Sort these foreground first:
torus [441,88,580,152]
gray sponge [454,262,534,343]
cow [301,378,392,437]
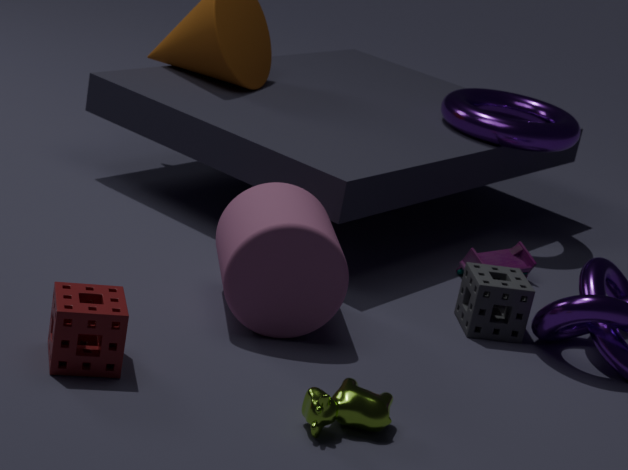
cow [301,378,392,437]
gray sponge [454,262,534,343]
torus [441,88,580,152]
